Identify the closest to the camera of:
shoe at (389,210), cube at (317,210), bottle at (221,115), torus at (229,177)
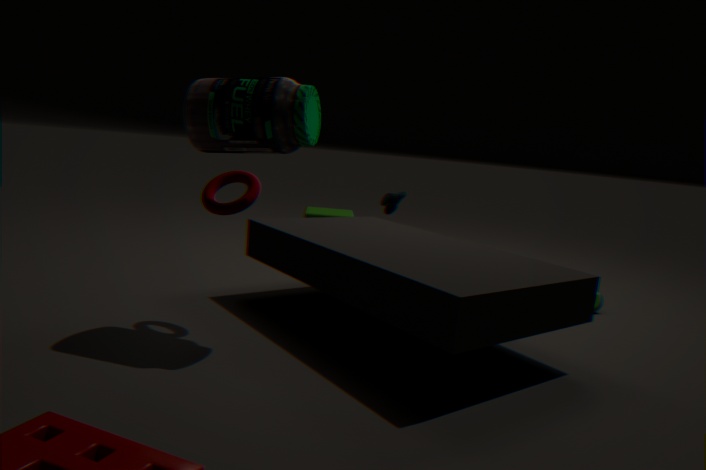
bottle at (221,115)
